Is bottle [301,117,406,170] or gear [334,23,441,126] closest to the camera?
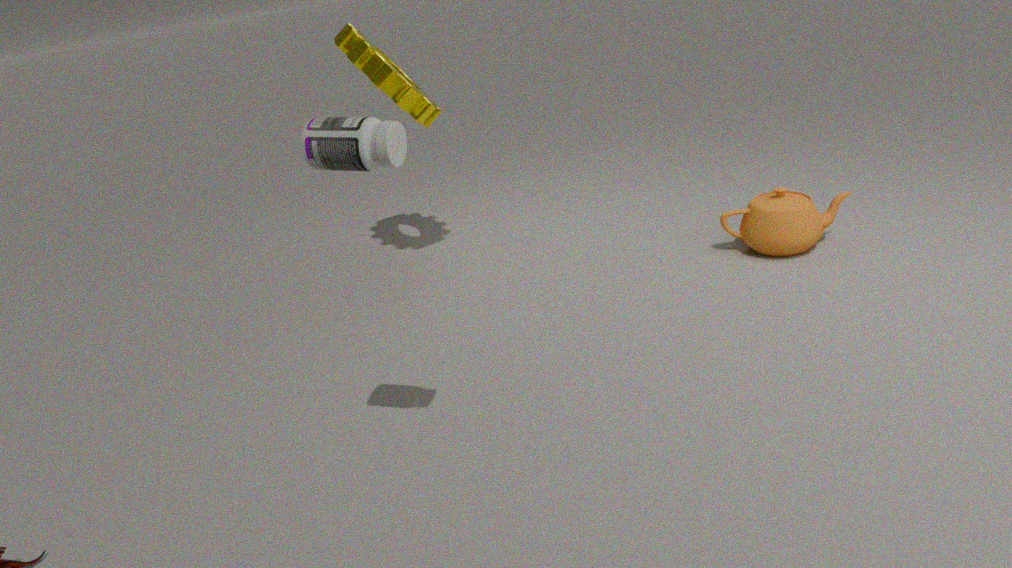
bottle [301,117,406,170]
